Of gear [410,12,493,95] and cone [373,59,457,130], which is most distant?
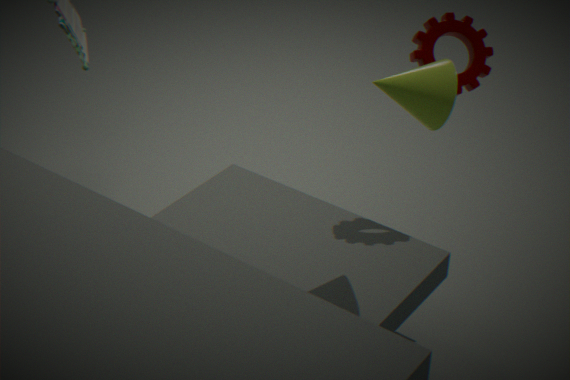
gear [410,12,493,95]
